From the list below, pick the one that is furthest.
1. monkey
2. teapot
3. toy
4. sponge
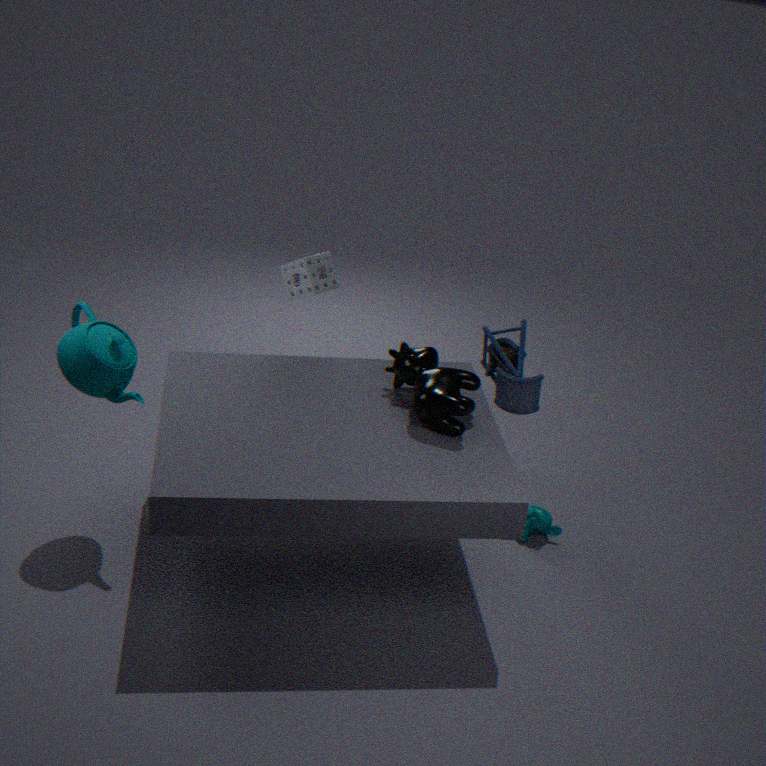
sponge
